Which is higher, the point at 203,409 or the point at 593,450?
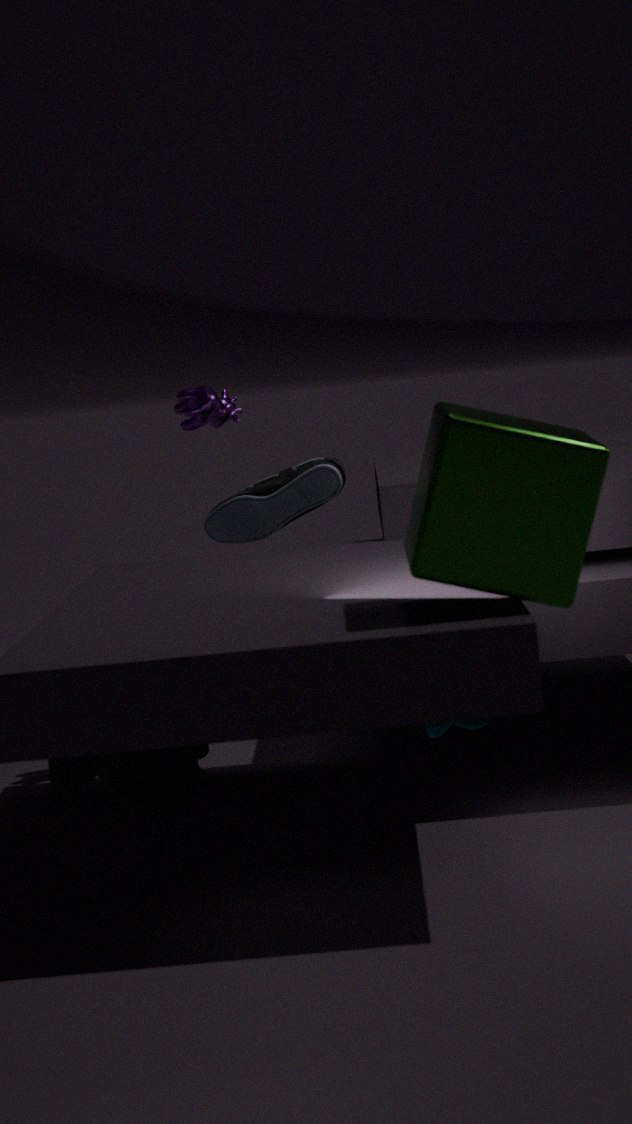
the point at 203,409
